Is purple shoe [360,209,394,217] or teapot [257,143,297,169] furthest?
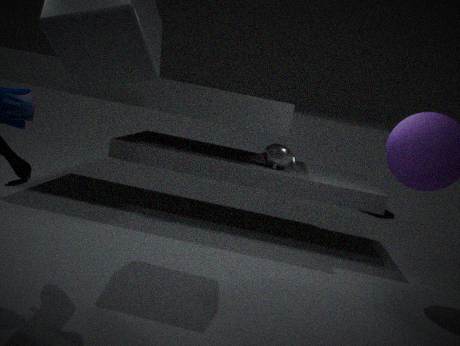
purple shoe [360,209,394,217]
